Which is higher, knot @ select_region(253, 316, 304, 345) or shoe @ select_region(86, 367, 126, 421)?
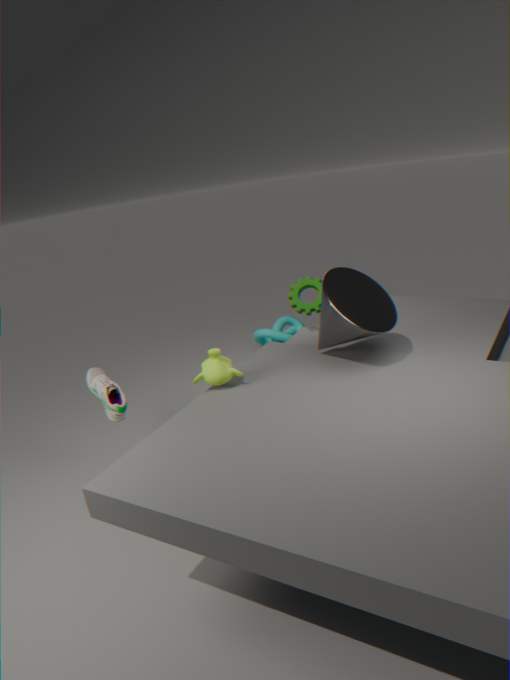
shoe @ select_region(86, 367, 126, 421)
